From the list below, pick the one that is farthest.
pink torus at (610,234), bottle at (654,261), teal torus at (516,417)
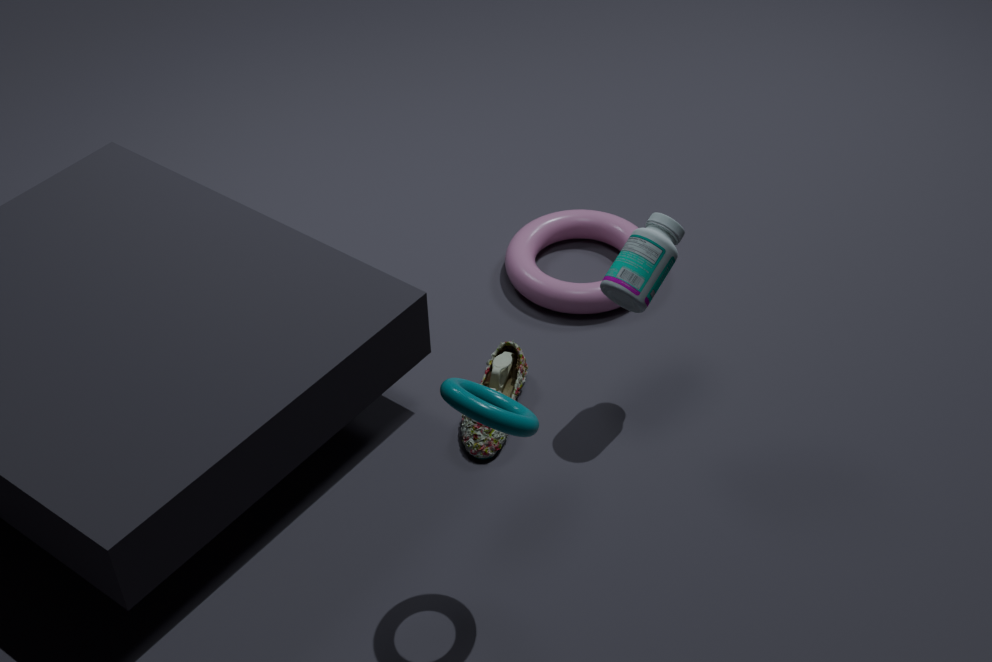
pink torus at (610,234)
